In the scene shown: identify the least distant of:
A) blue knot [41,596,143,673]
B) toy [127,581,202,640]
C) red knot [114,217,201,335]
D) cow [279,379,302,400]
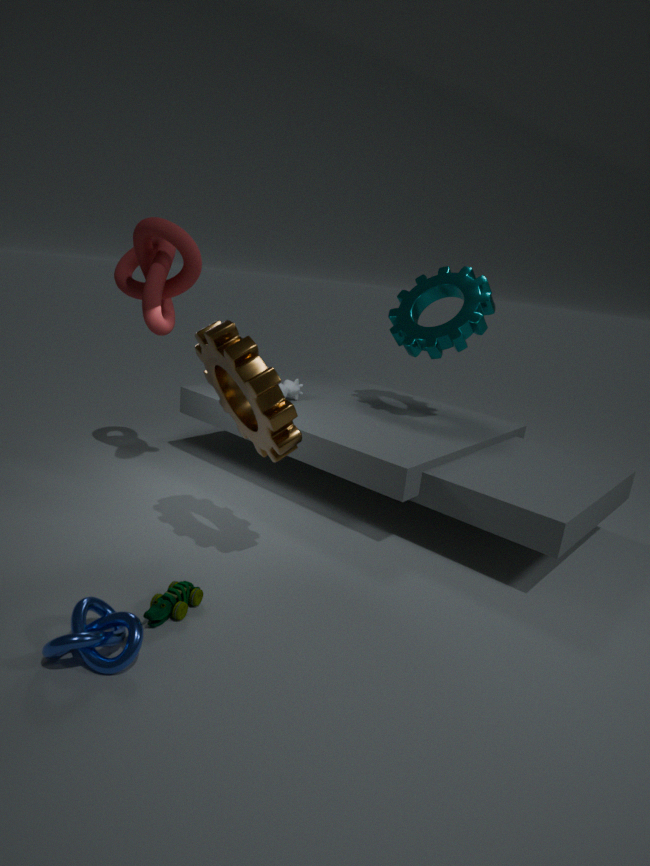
blue knot [41,596,143,673]
